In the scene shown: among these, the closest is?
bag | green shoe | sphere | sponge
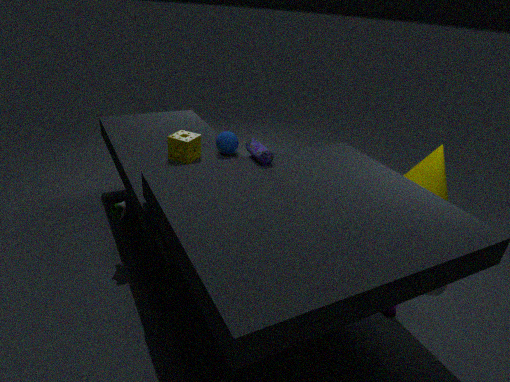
bag
